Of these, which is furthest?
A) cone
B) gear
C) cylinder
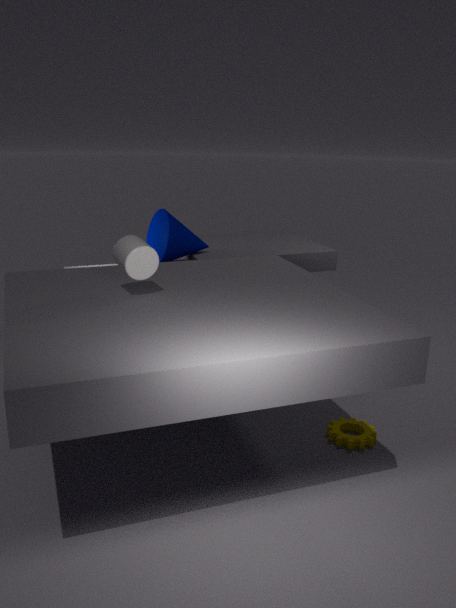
cone
